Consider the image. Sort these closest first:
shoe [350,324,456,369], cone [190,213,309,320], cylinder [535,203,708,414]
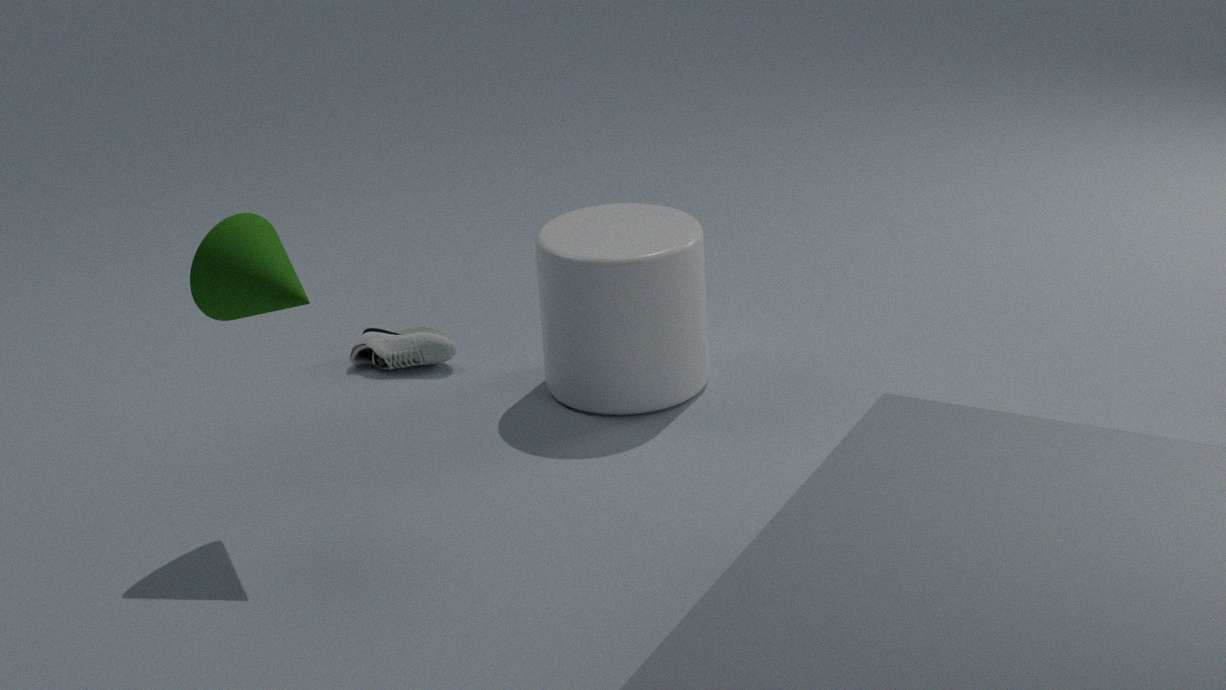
cone [190,213,309,320] → cylinder [535,203,708,414] → shoe [350,324,456,369]
